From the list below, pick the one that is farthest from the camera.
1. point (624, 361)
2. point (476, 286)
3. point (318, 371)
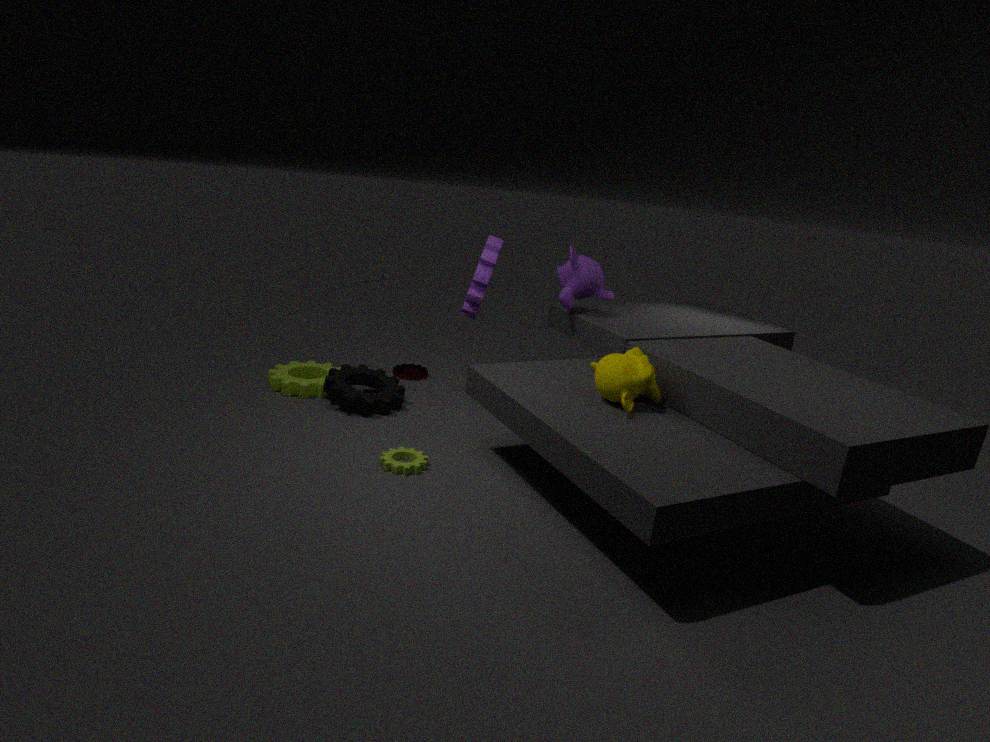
point (318, 371)
